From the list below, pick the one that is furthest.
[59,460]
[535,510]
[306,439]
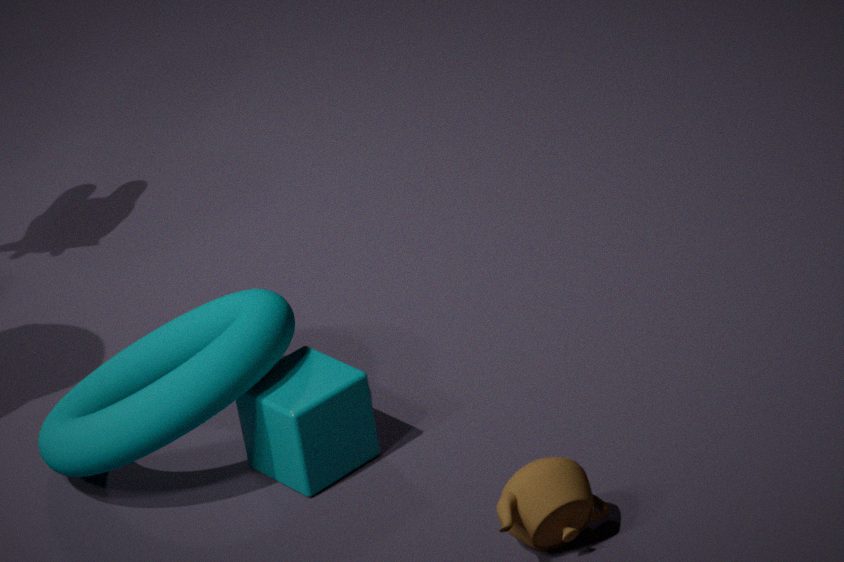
[59,460]
